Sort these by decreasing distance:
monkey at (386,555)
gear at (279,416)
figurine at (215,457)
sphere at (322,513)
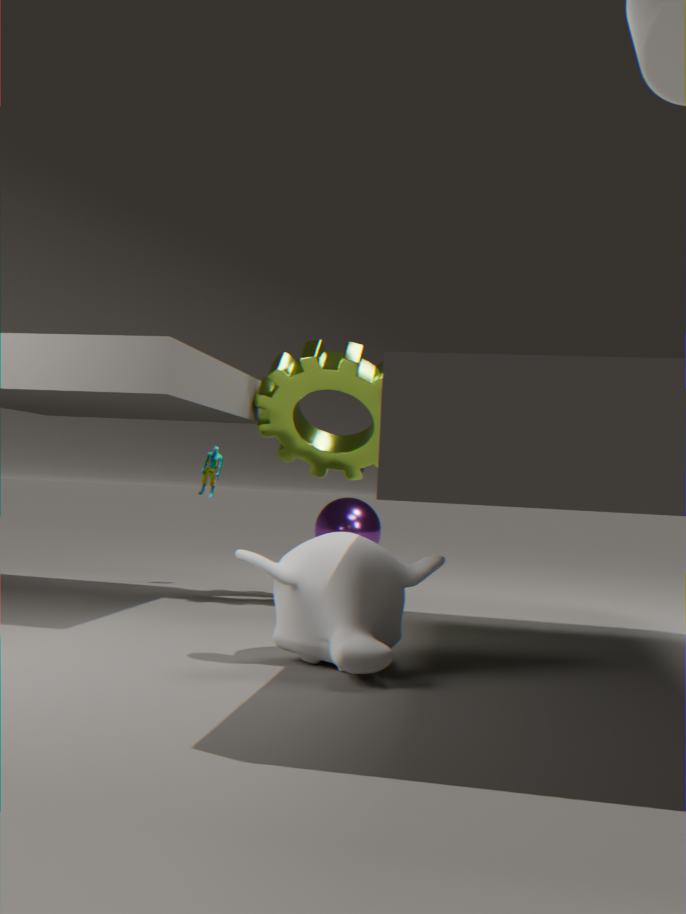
sphere at (322,513) < figurine at (215,457) < gear at (279,416) < monkey at (386,555)
